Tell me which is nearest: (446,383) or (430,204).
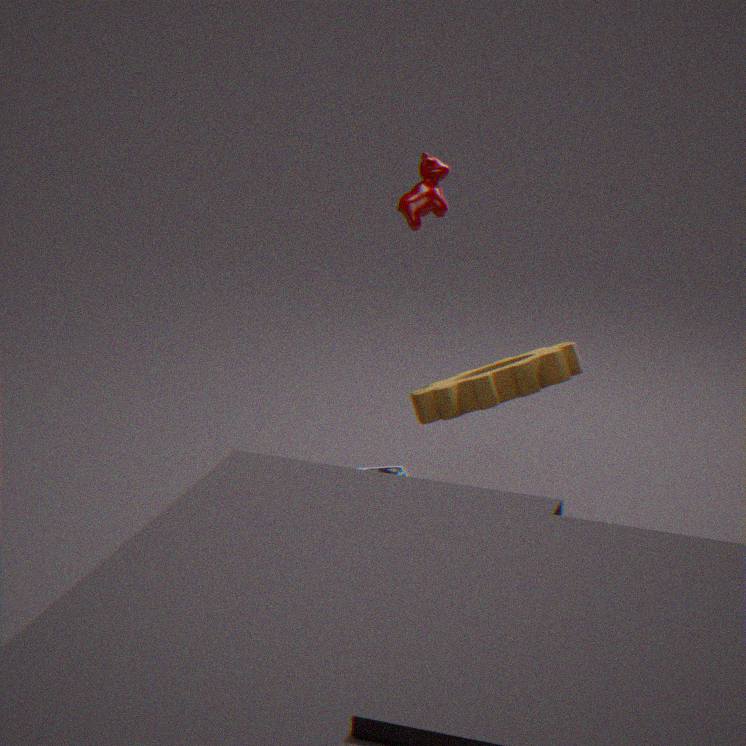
(446,383)
